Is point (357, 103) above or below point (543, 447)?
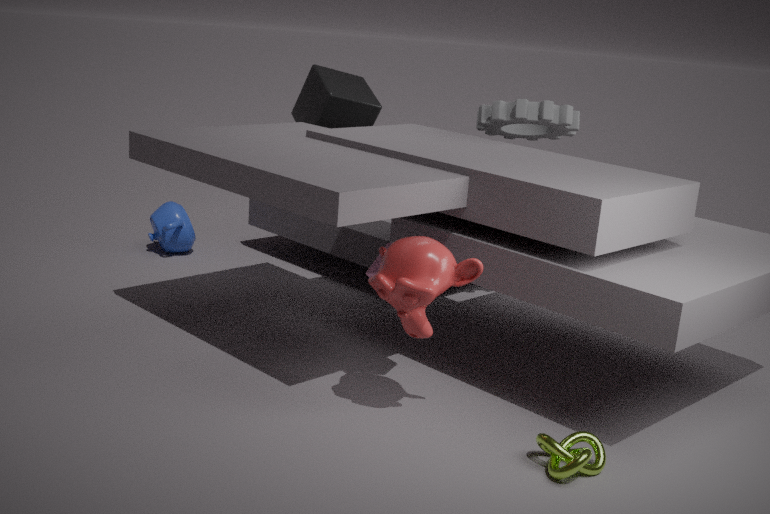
above
